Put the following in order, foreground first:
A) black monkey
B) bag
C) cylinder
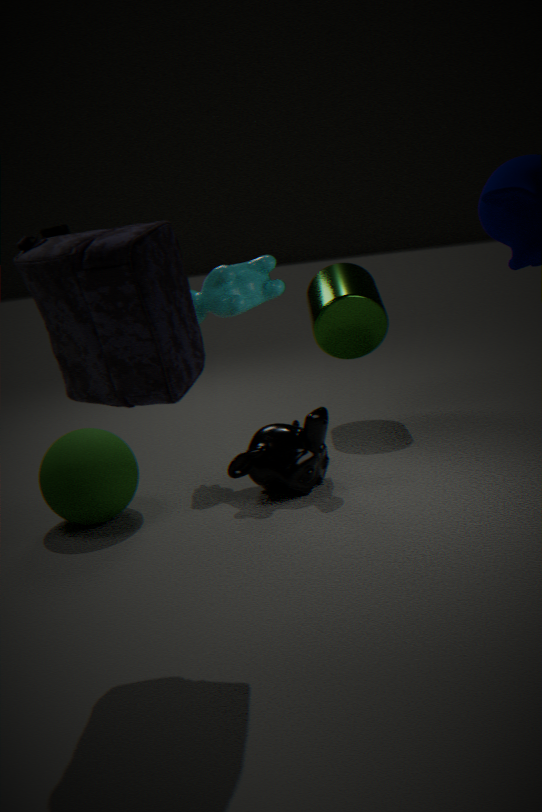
bag
black monkey
cylinder
